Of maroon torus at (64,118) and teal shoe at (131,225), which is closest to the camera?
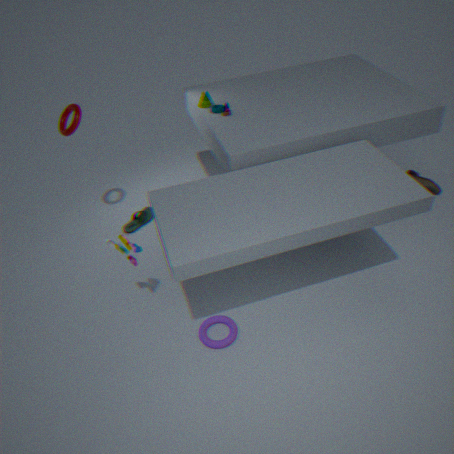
maroon torus at (64,118)
